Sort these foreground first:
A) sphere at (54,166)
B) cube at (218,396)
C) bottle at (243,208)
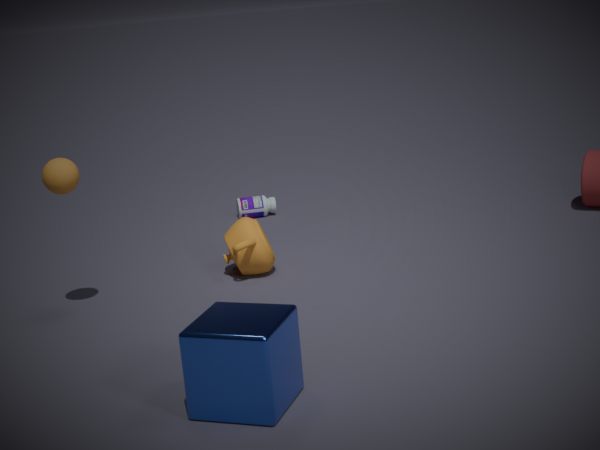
1. cube at (218,396)
2. sphere at (54,166)
3. bottle at (243,208)
